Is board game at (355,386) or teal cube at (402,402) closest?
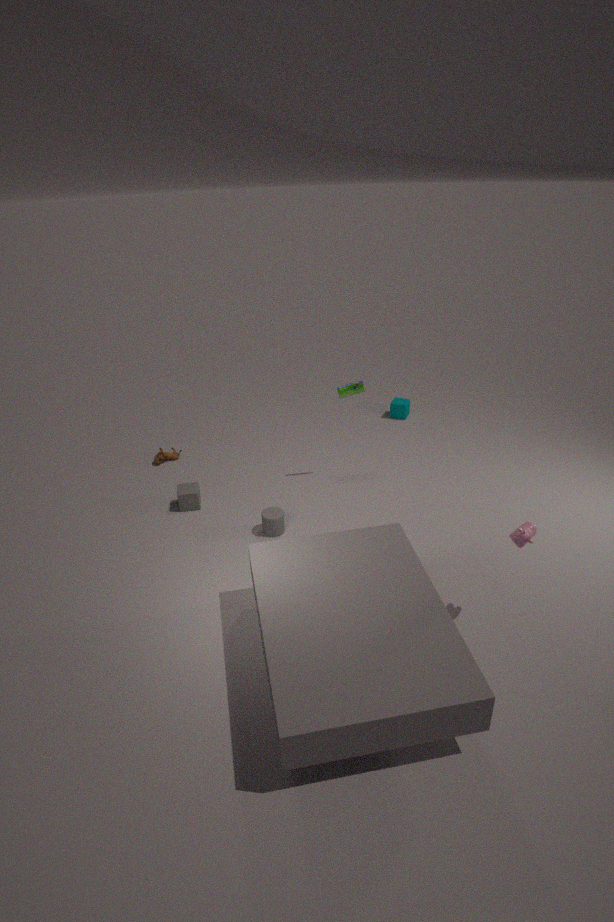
board game at (355,386)
